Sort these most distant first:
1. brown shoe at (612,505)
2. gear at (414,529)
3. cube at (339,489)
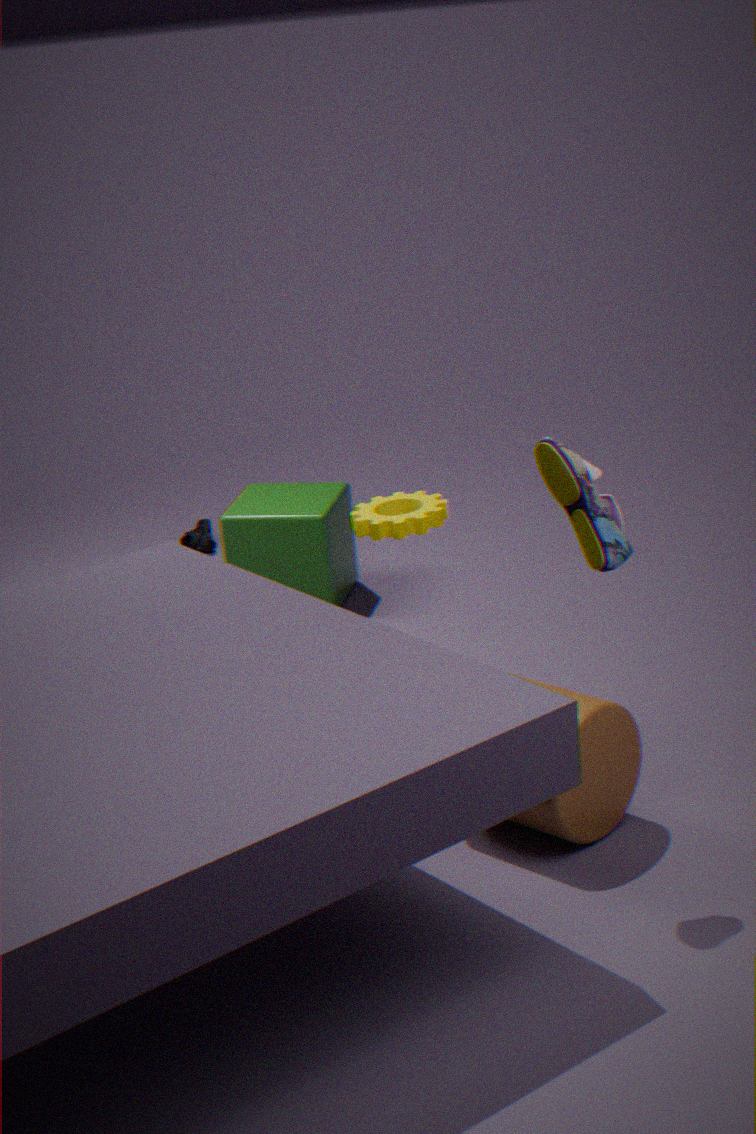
cube at (339,489) < gear at (414,529) < brown shoe at (612,505)
